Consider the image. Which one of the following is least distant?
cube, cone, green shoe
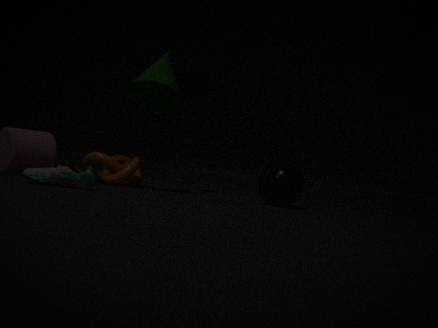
green shoe
